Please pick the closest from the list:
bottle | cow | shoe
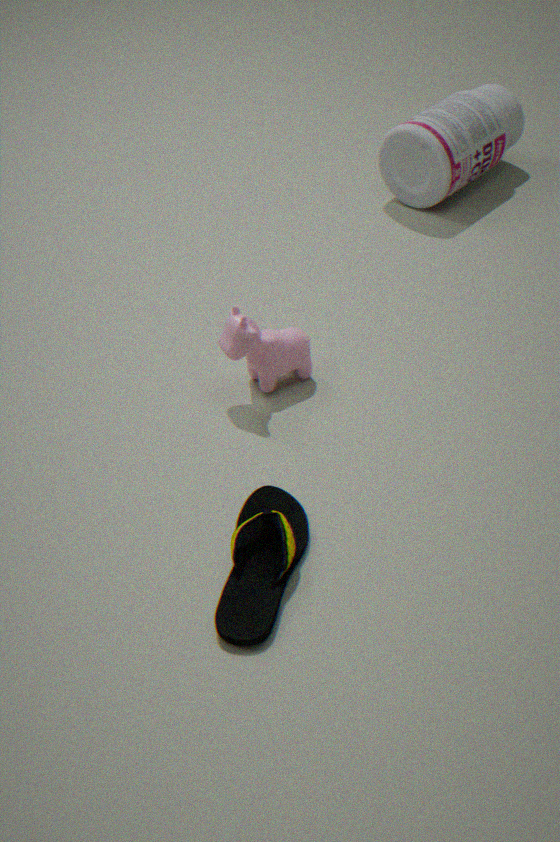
shoe
